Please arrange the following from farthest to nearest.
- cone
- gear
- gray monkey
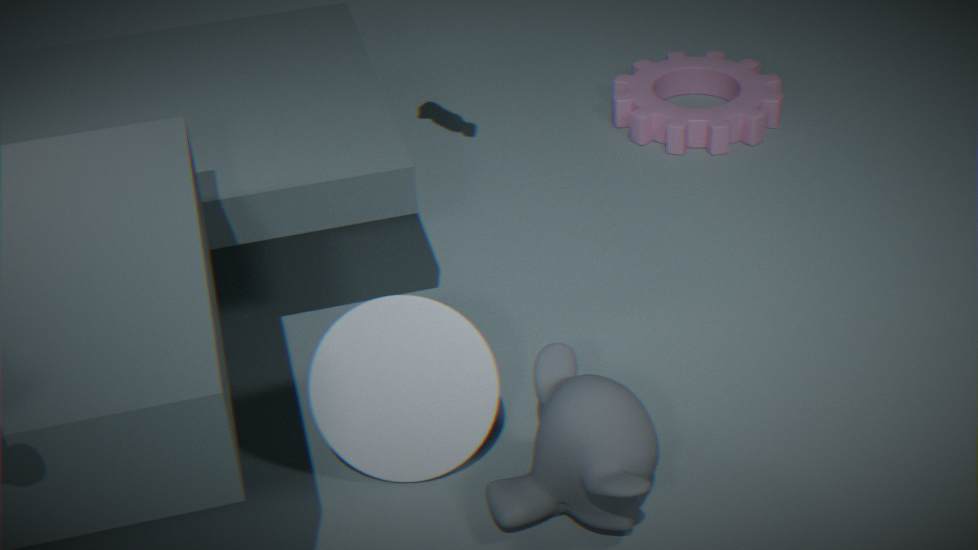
gear, cone, gray monkey
